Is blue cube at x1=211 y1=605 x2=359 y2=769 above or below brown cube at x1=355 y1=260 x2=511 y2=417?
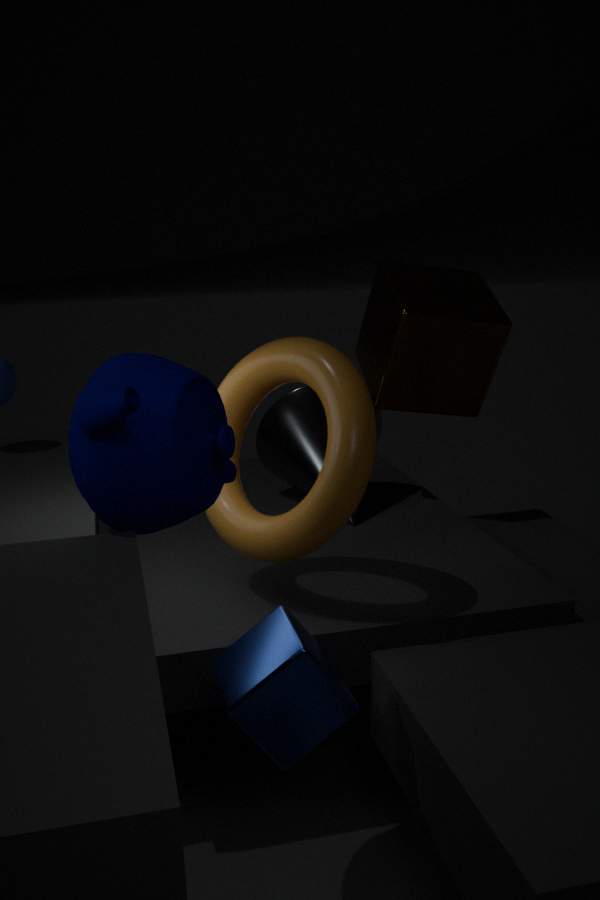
below
